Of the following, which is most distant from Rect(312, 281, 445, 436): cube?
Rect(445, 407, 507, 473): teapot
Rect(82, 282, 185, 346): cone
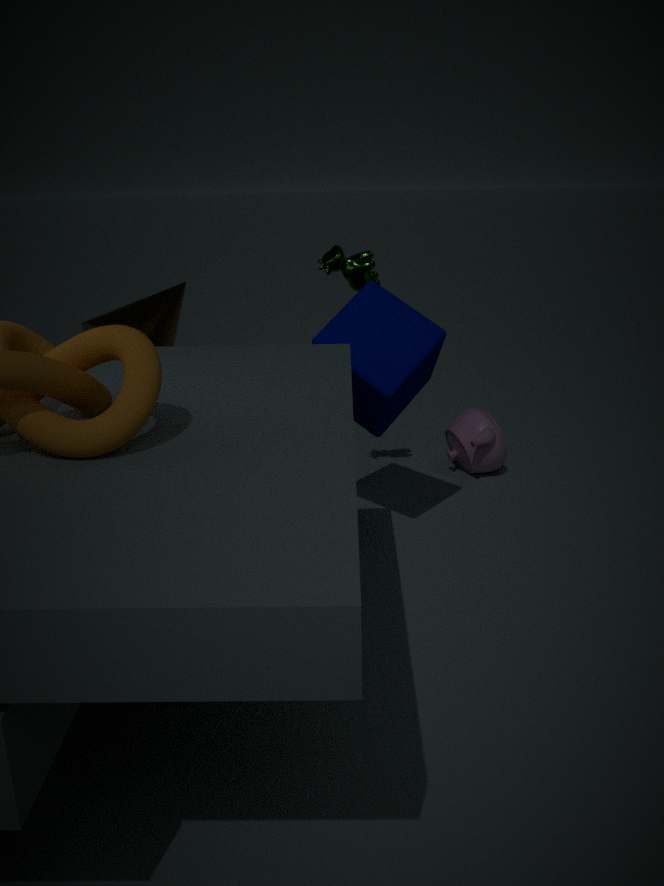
Rect(82, 282, 185, 346): cone
